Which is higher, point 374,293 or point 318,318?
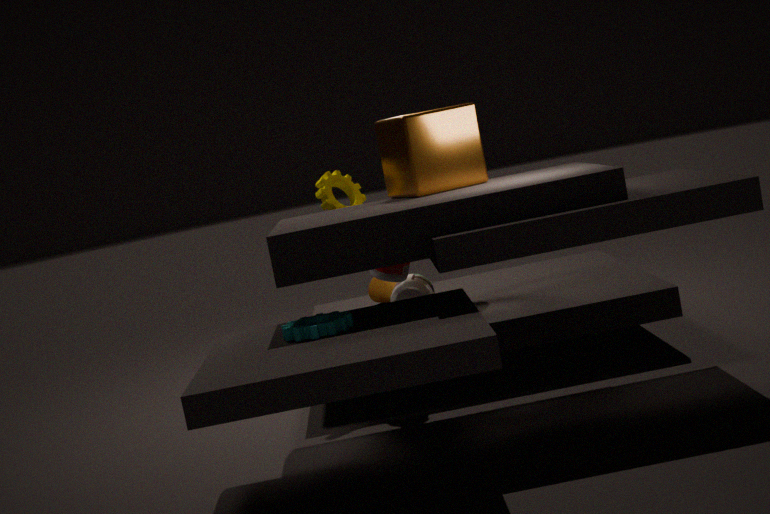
point 318,318
